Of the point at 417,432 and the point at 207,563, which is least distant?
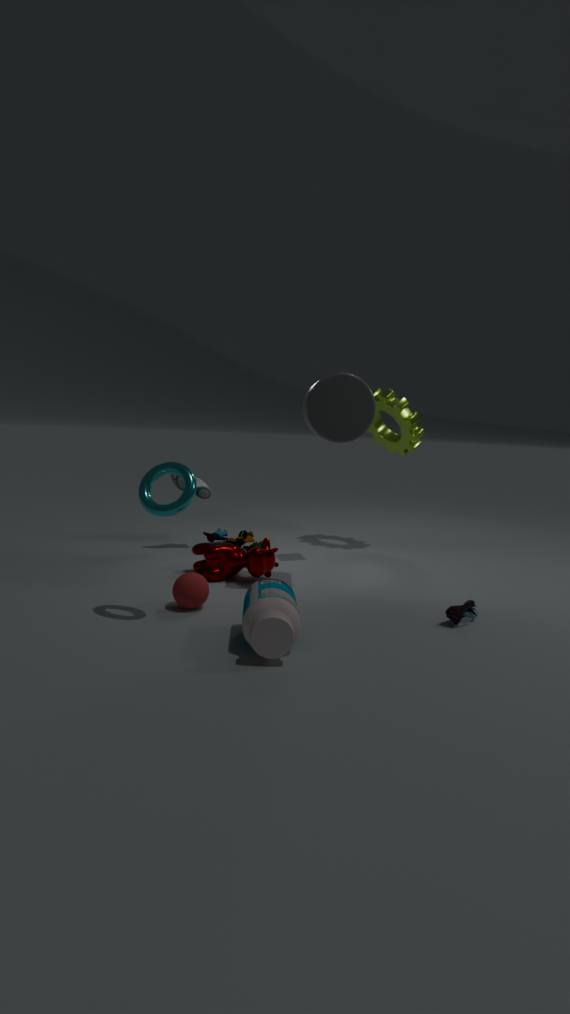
the point at 207,563
